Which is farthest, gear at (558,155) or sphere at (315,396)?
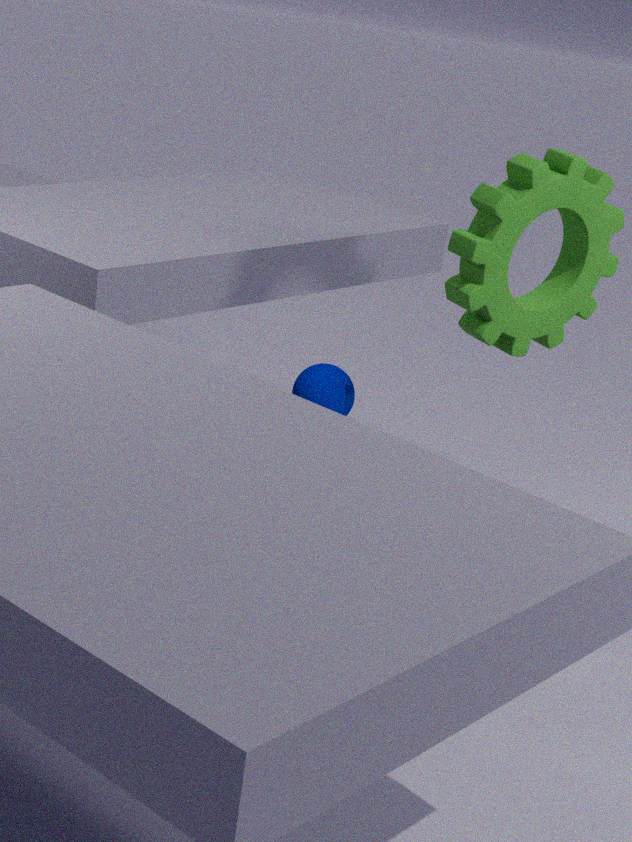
sphere at (315,396)
